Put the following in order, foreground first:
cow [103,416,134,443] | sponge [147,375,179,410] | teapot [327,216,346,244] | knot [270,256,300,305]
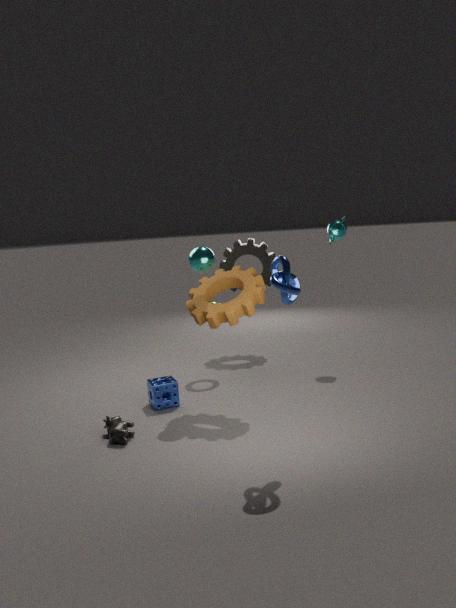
knot [270,256,300,305] → cow [103,416,134,443] → sponge [147,375,179,410] → teapot [327,216,346,244]
